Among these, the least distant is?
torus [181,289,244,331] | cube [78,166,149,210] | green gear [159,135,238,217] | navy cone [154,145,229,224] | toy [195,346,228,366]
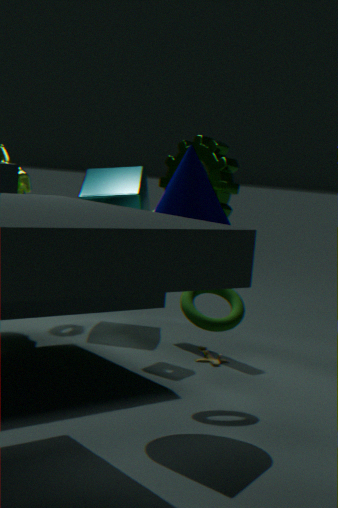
navy cone [154,145,229,224]
